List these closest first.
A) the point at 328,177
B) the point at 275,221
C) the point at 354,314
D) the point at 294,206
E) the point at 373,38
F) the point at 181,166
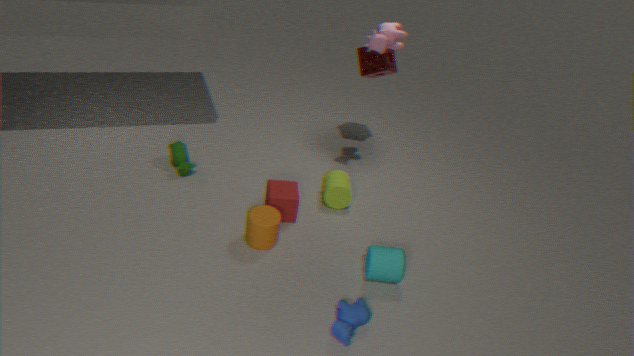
the point at 354,314
the point at 373,38
the point at 275,221
the point at 294,206
the point at 181,166
the point at 328,177
